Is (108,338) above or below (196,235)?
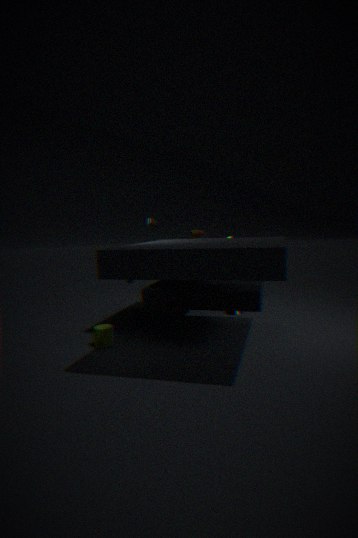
below
